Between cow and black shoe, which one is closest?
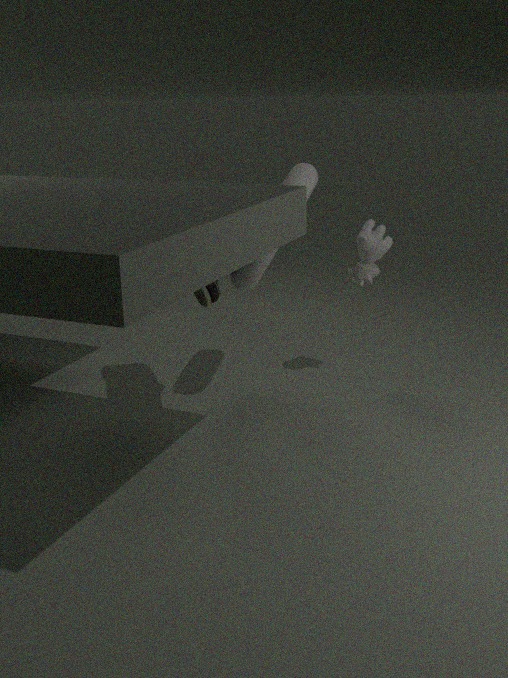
black shoe
